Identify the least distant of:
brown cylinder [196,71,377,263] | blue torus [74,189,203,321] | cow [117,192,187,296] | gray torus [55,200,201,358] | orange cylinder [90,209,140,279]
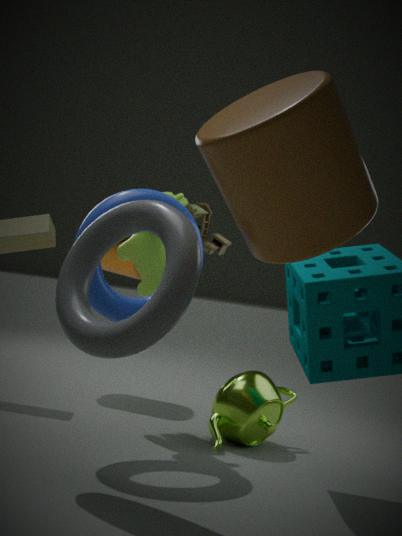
brown cylinder [196,71,377,263]
